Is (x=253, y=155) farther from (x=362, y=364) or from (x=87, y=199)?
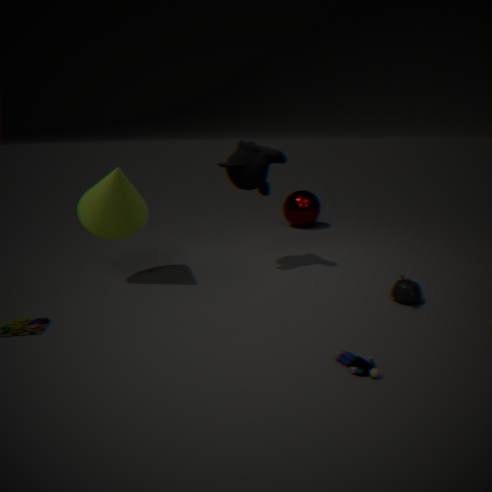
(x=362, y=364)
